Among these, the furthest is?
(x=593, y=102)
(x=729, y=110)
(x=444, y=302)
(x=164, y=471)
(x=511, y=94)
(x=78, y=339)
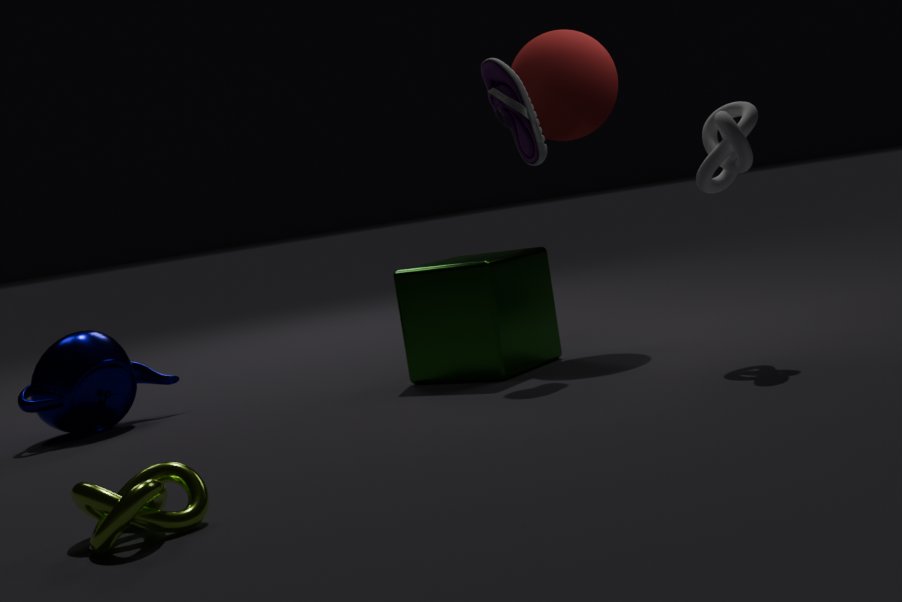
(x=593, y=102)
